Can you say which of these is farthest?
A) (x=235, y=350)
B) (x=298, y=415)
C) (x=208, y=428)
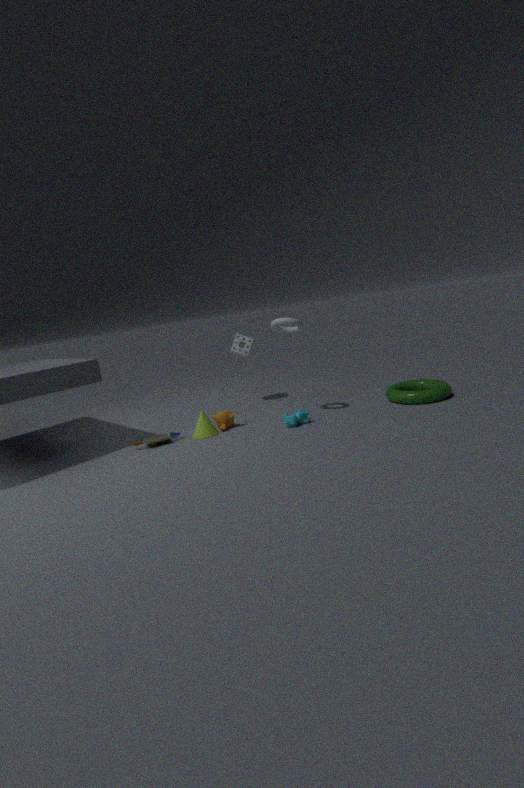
(x=235, y=350)
